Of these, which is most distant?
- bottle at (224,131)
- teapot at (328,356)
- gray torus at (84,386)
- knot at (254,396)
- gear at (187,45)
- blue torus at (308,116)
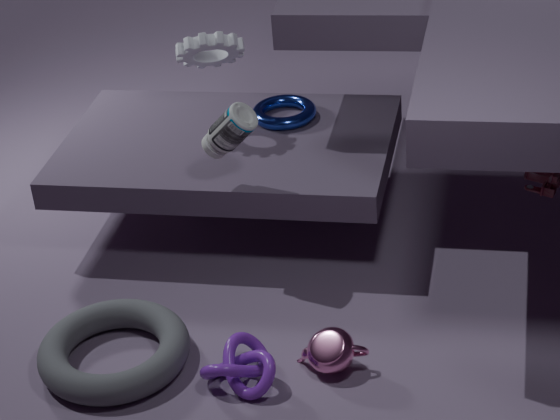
blue torus at (308,116)
